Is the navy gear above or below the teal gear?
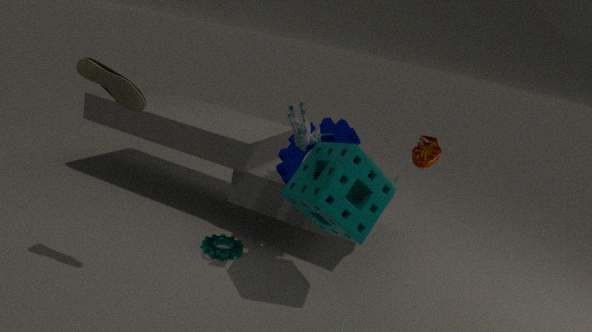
above
